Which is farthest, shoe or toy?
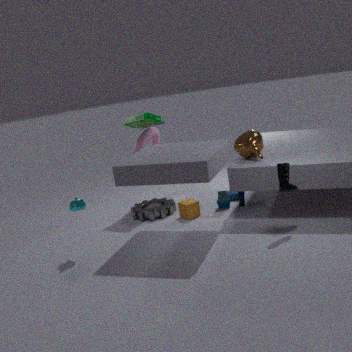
toy
